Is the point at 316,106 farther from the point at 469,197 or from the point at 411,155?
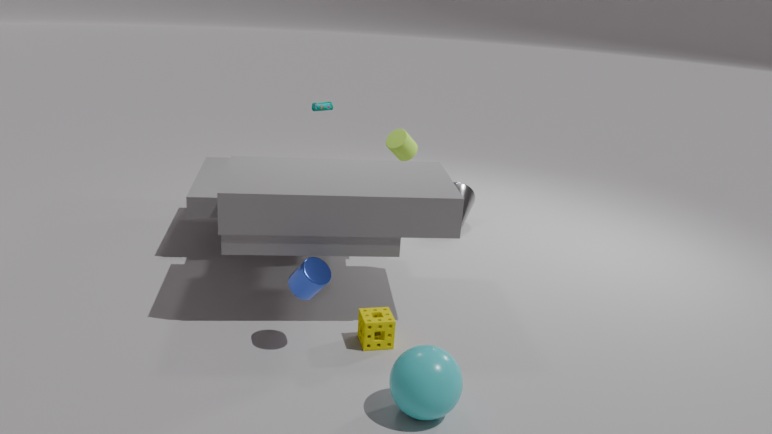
the point at 469,197
